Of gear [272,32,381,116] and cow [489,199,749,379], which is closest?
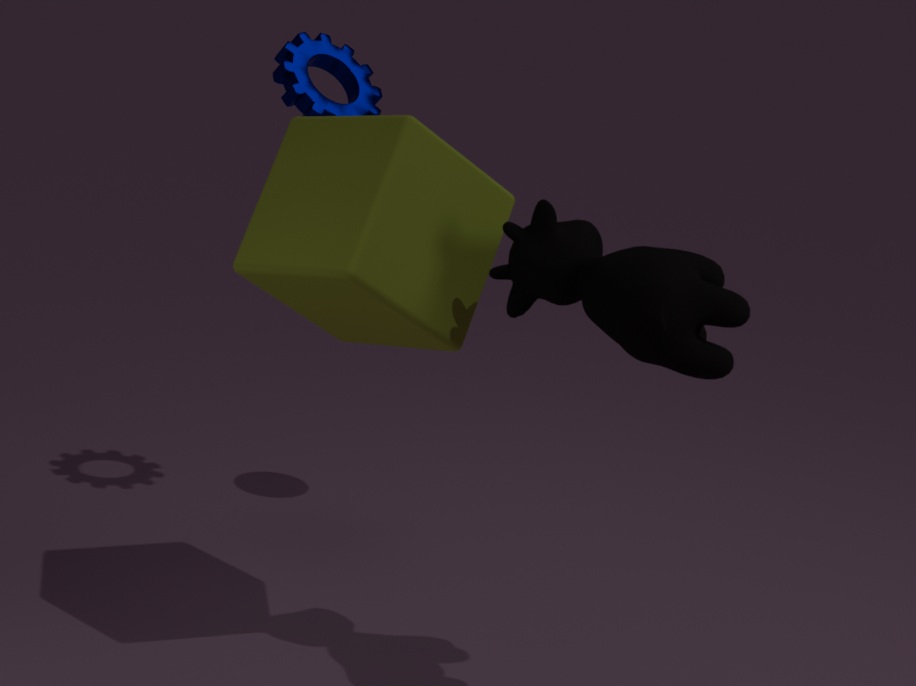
cow [489,199,749,379]
